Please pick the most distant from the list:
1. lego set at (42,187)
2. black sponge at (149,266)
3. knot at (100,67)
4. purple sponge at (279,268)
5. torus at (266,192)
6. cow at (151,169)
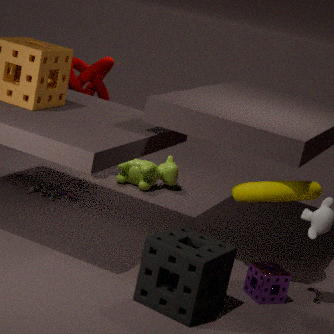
cow at (151,169)
